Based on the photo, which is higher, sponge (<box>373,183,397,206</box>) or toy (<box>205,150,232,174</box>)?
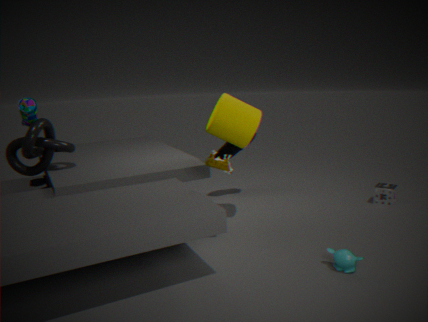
toy (<box>205,150,232,174</box>)
